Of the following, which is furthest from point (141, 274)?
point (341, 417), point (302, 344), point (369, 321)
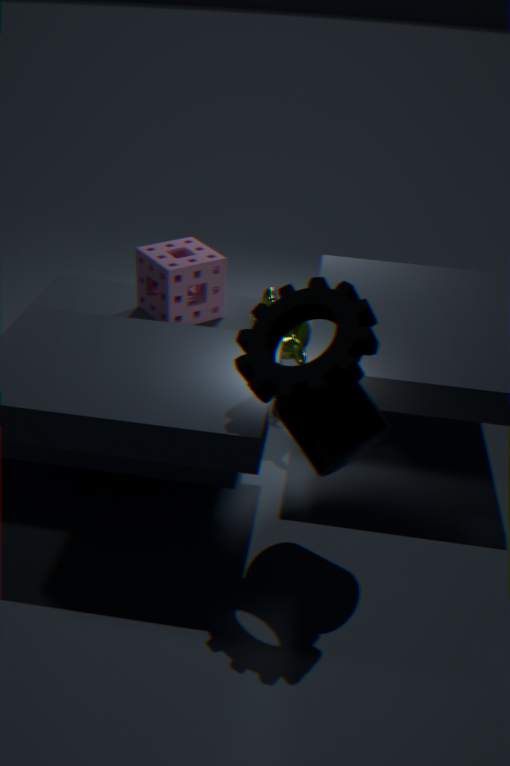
point (369, 321)
